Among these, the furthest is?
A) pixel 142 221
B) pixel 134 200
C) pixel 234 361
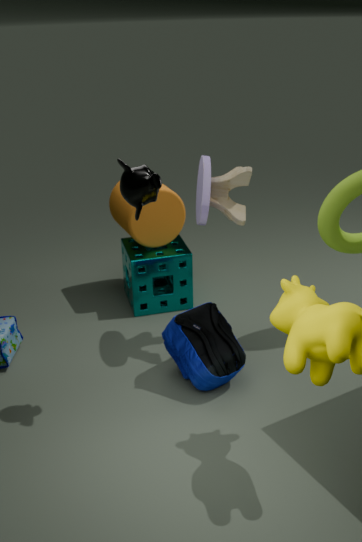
pixel 142 221
